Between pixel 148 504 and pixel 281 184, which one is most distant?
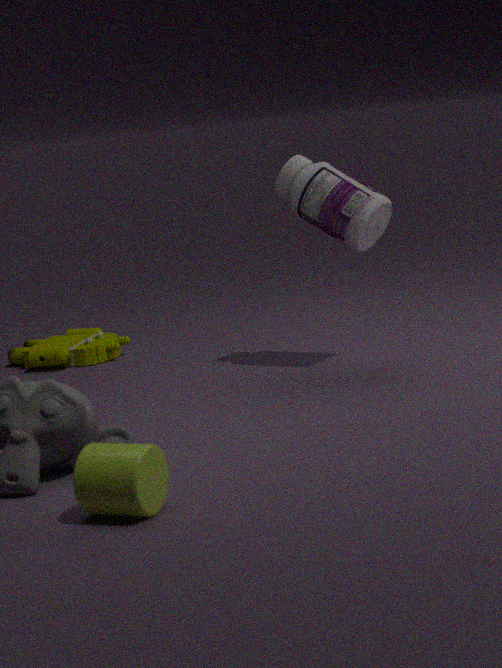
pixel 281 184
